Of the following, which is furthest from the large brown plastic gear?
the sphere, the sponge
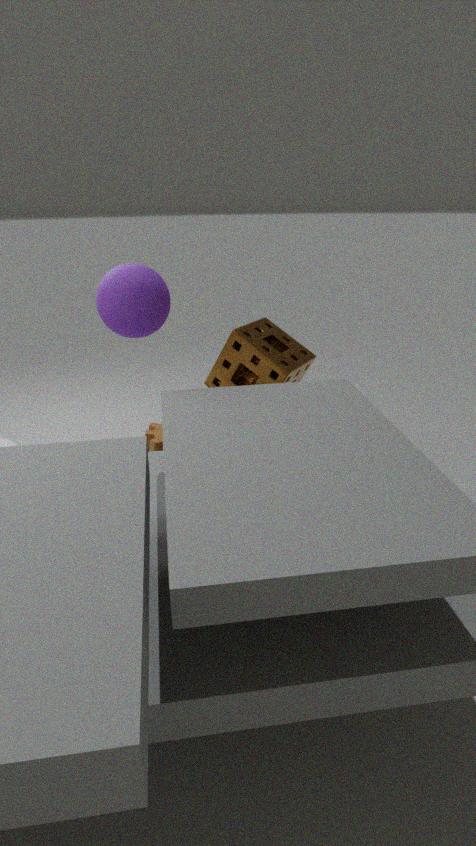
the sphere
